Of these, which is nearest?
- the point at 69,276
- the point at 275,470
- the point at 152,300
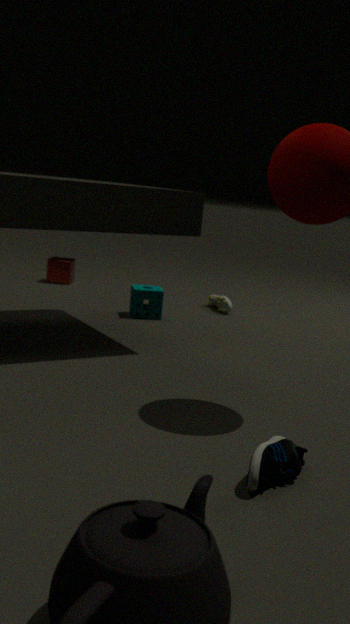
the point at 275,470
